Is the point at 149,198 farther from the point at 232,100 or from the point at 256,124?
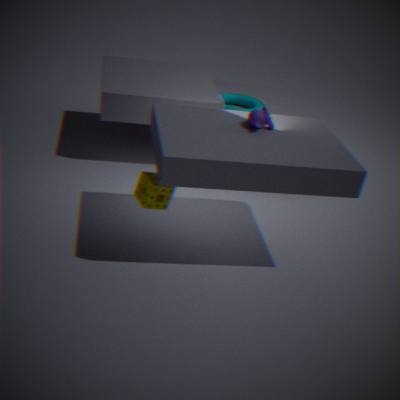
the point at 232,100
